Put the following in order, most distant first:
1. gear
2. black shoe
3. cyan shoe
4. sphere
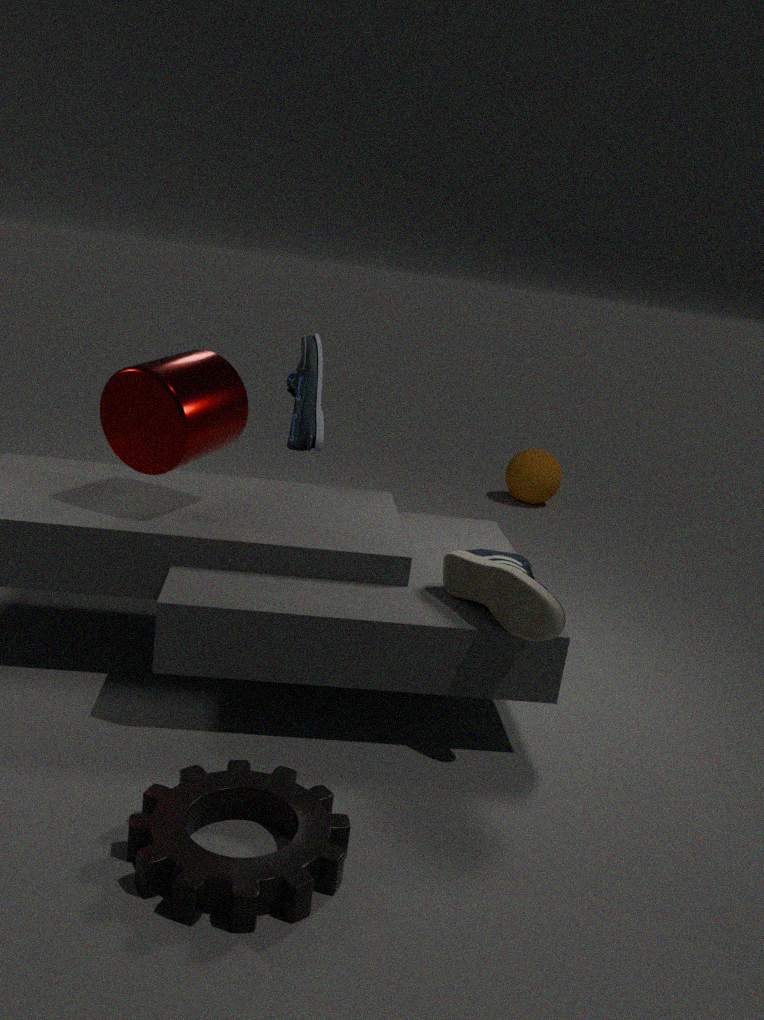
1. sphere
2. cyan shoe
3. black shoe
4. gear
